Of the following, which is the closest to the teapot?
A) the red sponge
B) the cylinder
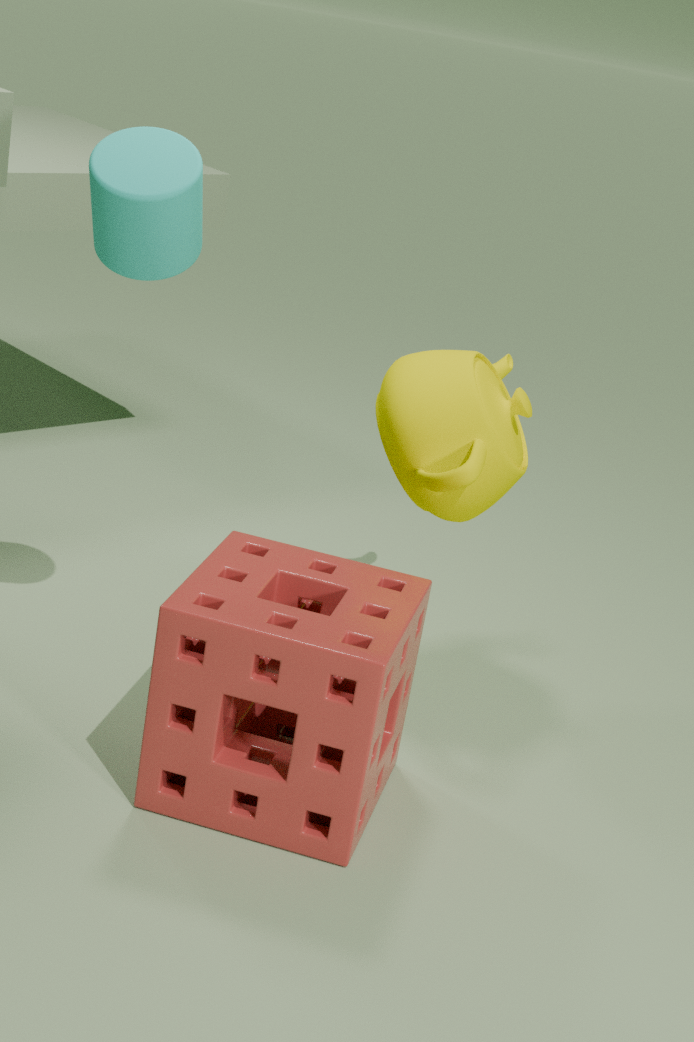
the red sponge
